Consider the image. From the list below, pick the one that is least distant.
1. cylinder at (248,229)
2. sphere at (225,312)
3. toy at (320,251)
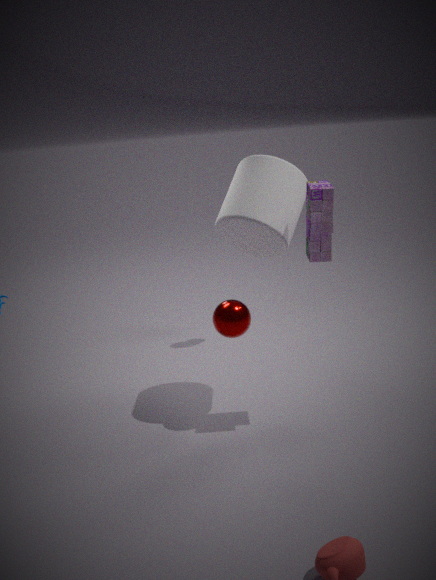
toy at (320,251)
